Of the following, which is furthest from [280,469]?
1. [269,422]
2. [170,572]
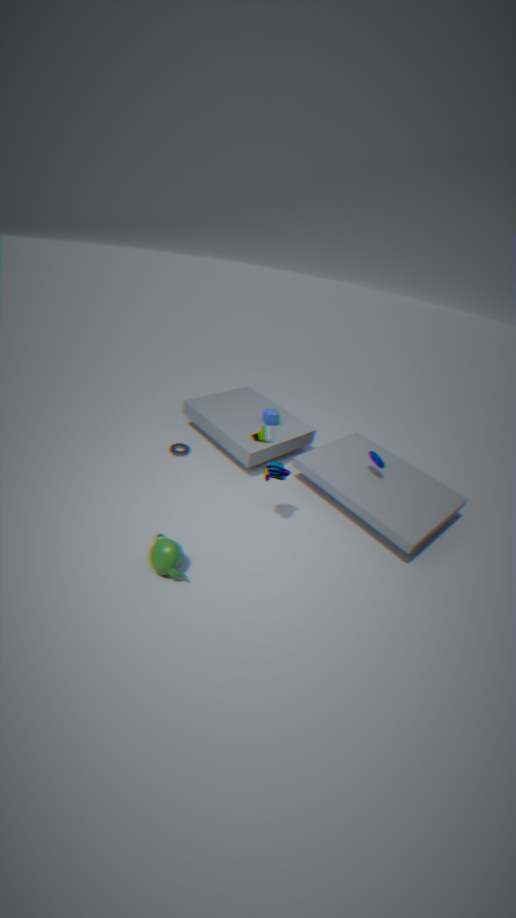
[269,422]
